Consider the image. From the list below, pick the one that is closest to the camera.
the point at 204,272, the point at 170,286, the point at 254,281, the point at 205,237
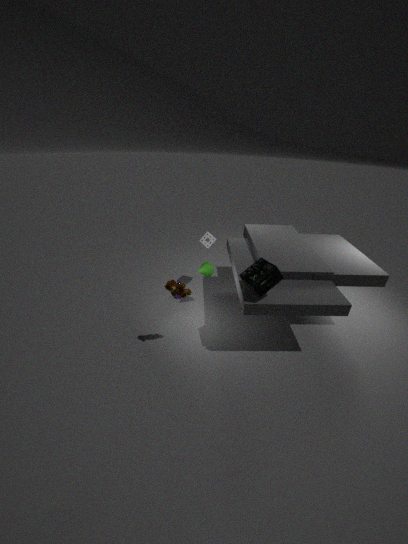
the point at 254,281
